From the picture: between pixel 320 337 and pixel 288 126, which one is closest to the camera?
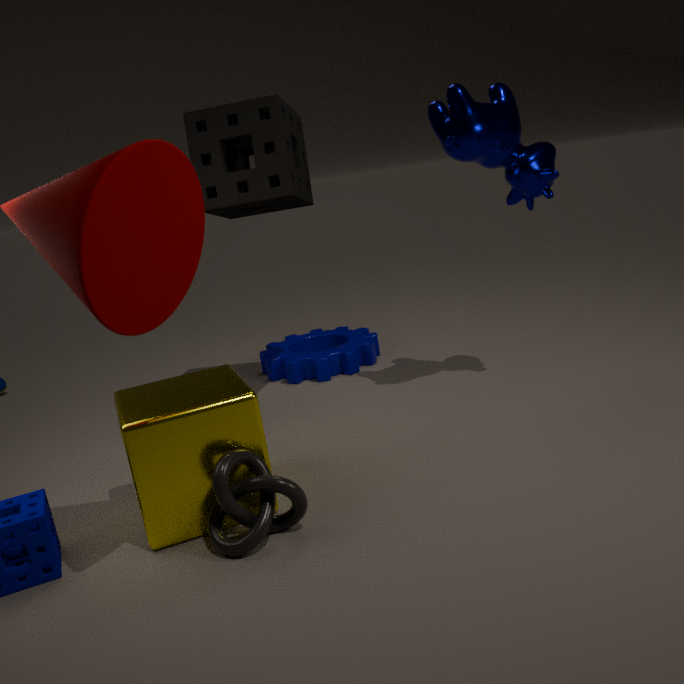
pixel 288 126
